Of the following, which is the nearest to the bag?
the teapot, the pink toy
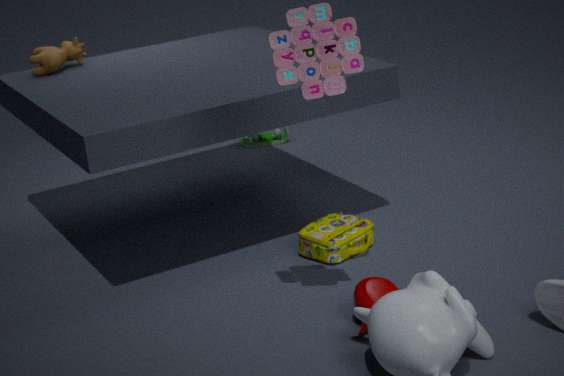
the teapot
